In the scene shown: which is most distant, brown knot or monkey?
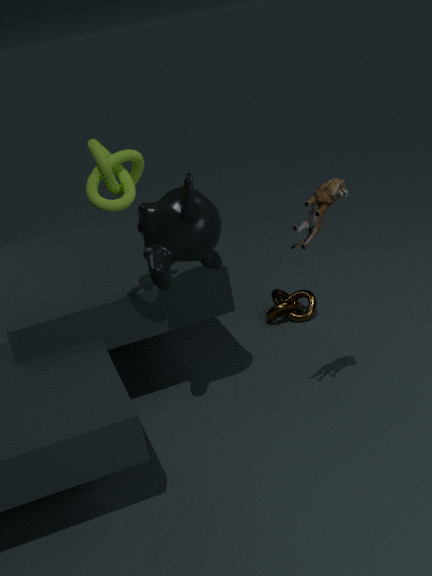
brown knot
